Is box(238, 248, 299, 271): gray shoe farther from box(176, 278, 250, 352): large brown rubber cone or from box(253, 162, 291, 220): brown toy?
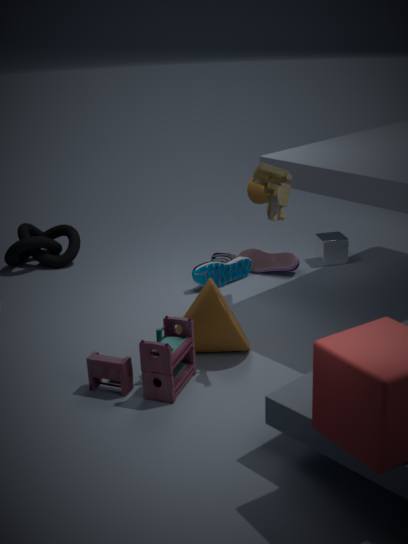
box(253, 162, 291, 220): brown toy
